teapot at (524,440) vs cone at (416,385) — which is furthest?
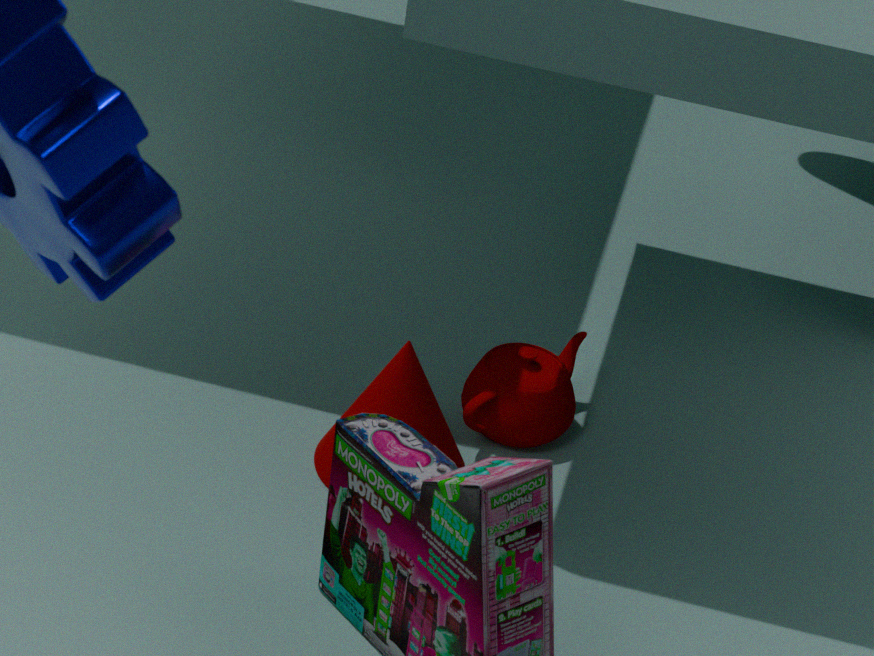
teapot at (524,440)
